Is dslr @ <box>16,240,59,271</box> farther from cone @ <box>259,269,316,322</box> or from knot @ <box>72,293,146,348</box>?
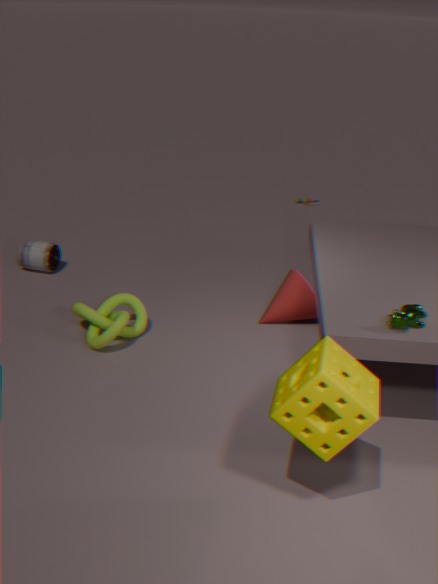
cone @ <box>259,269,316,322</box>
